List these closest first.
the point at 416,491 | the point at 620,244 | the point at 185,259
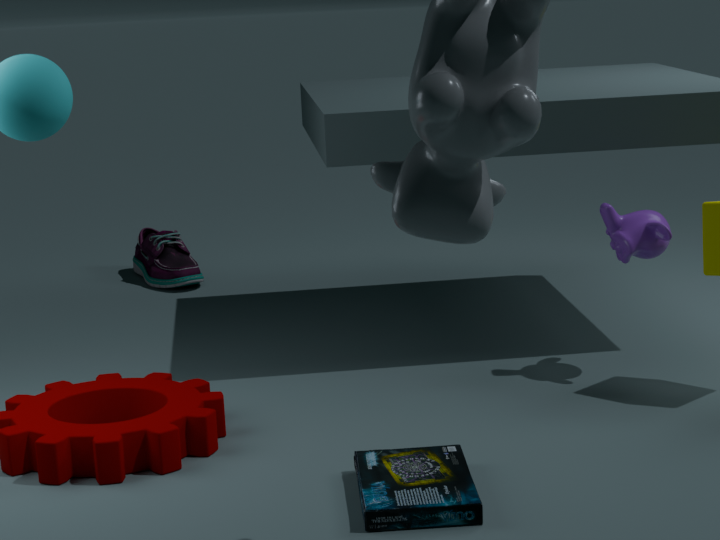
the point at 416,491, the point at 620,244, the point at 185,259
